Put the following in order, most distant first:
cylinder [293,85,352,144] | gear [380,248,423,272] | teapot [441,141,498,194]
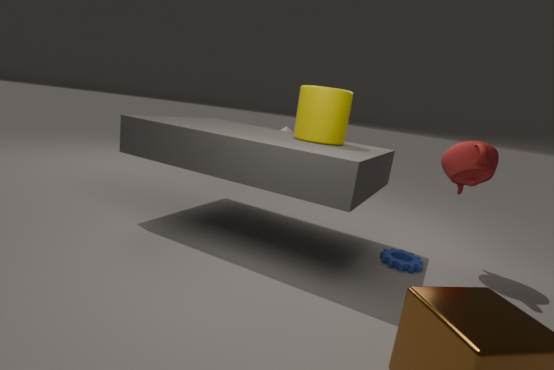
1. gear [380,248,423,272]
2. cylinder [293,85,352,144]
3. teapot [441,141,498,194]
